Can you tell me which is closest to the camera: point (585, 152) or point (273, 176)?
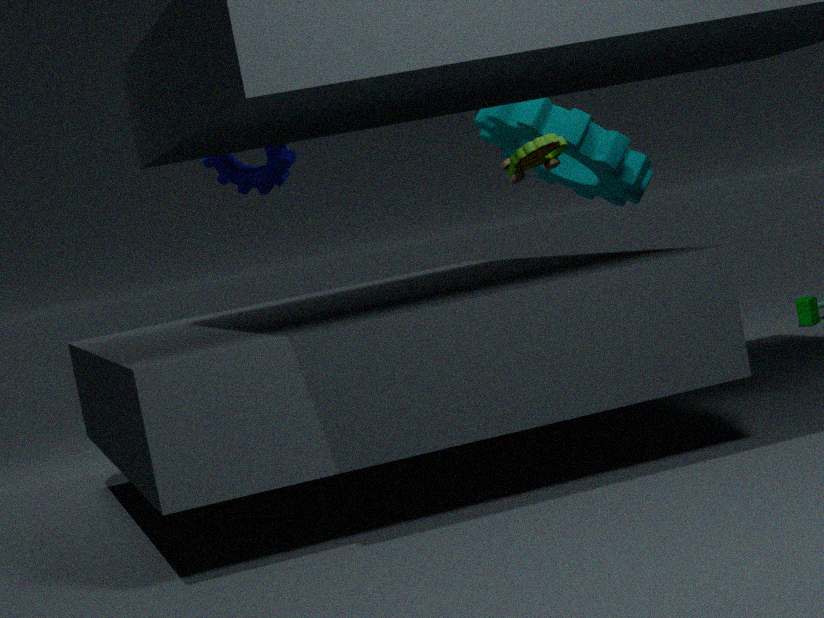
point (273, 176)
